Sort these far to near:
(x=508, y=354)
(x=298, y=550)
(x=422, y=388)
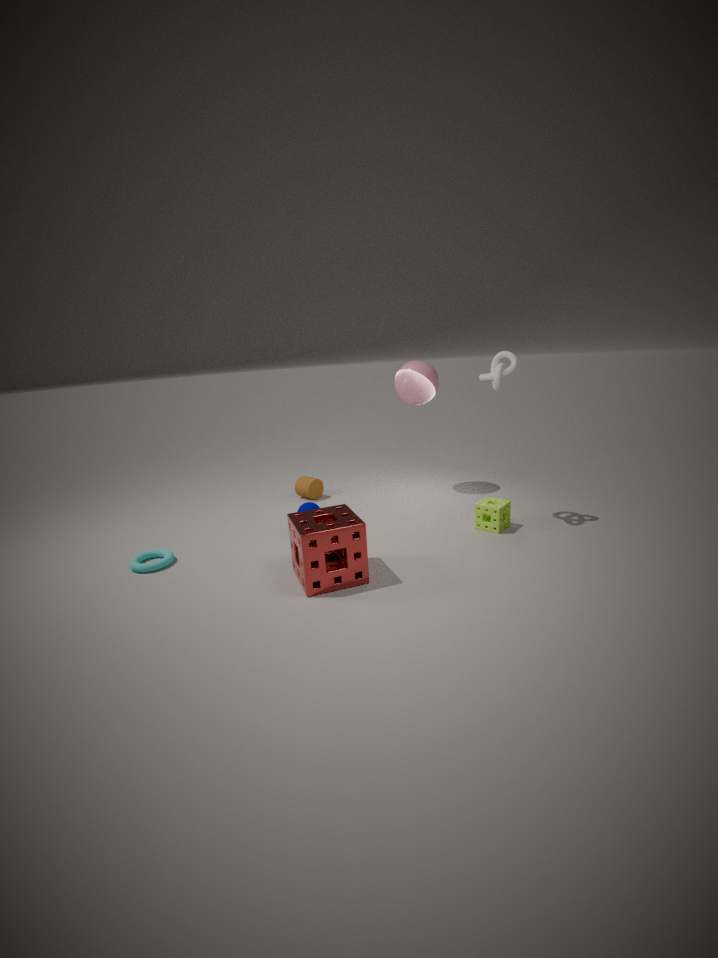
(x=422, y=388), (x=508, y=354), (x=298, y=550)
